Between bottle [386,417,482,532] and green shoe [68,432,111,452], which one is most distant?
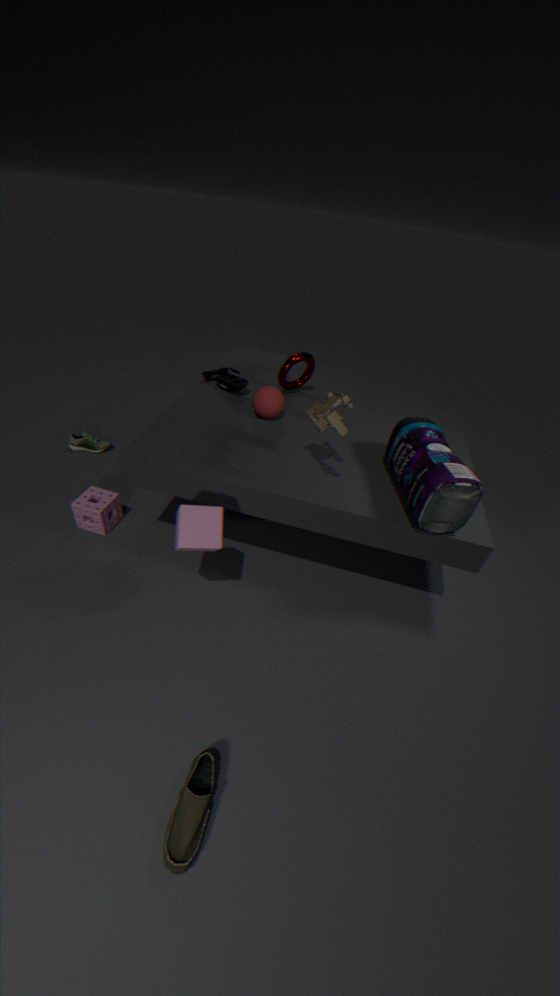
green shoe [68,432,111,452]
